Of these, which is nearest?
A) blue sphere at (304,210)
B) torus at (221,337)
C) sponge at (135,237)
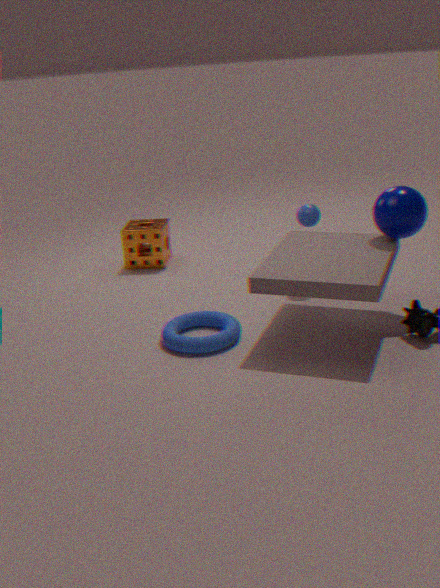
torus at (221,337)
